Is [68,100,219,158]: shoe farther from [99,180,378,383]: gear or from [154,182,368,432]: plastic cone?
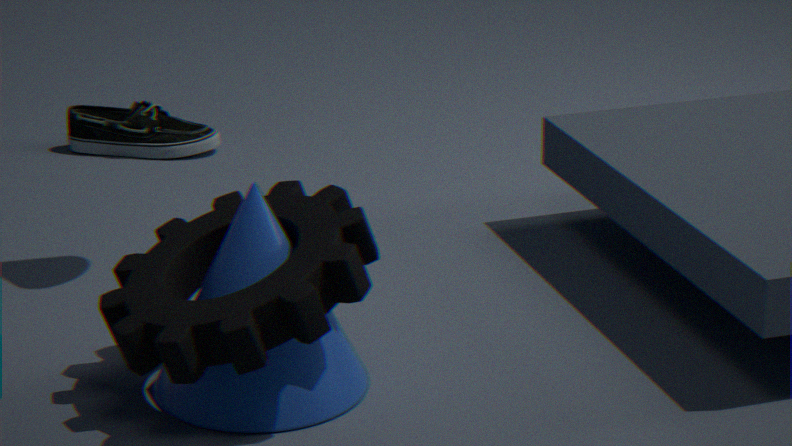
[154,182,368,432]: plastic cone
